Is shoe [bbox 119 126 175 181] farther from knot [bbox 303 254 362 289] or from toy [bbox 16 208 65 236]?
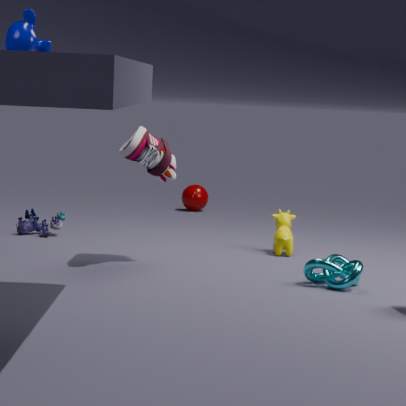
toy [bbox 16 208 65 236]
